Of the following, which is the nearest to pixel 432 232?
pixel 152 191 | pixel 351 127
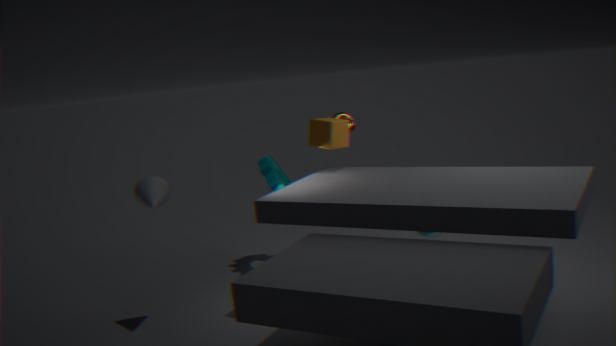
pixel 351 127
